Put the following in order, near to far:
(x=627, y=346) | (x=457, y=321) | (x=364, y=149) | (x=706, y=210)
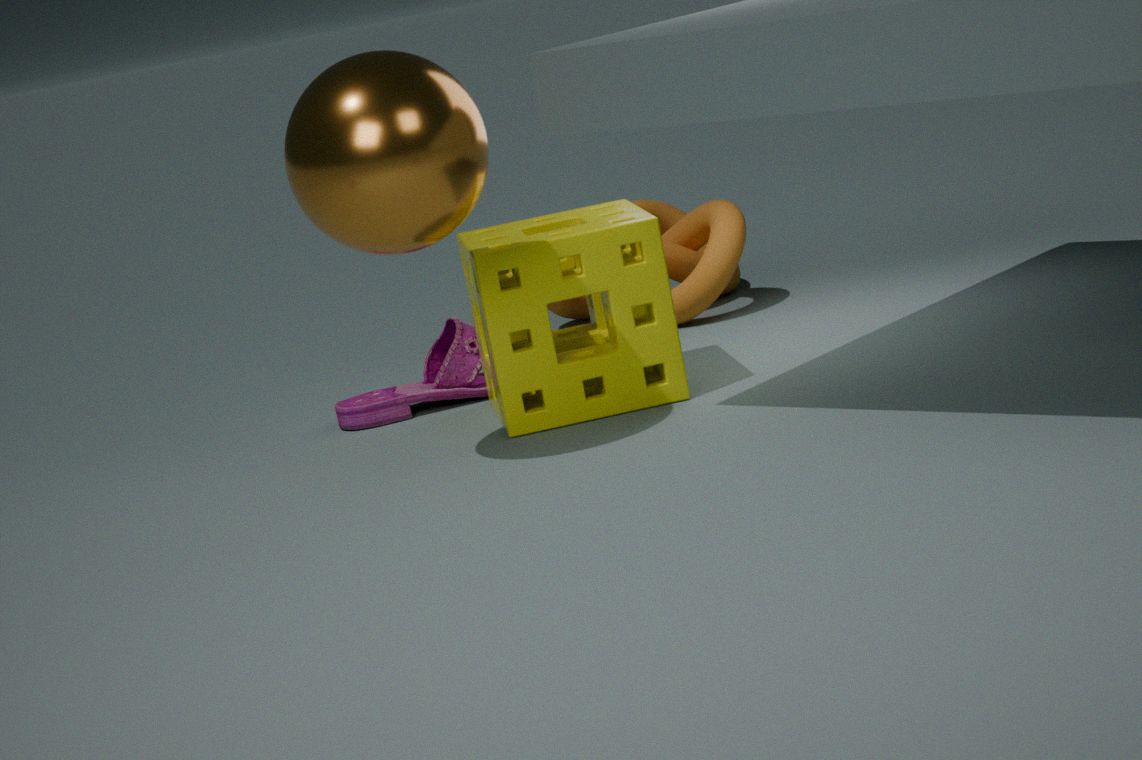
(x=364, y=149) → (x=627, y=346) → (x=457, y=321) → (x=706, y=210)
